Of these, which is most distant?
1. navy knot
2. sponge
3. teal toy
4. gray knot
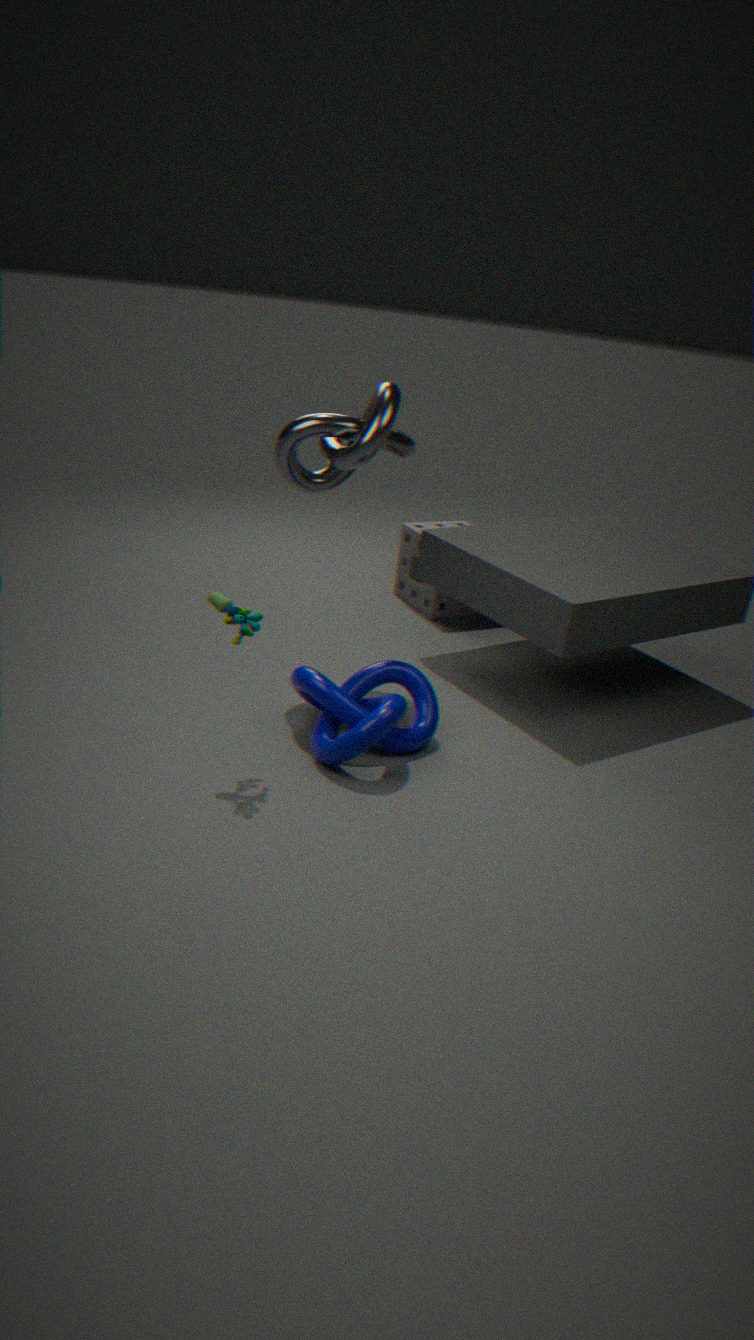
sponge
